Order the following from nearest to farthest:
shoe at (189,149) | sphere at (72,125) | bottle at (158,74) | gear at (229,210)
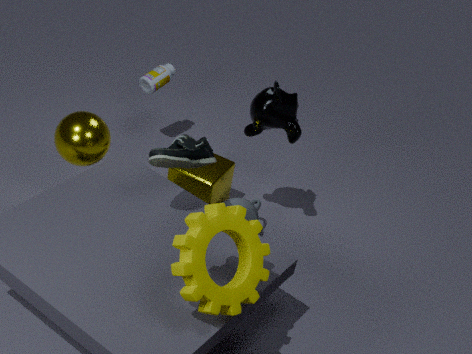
gear at (229,210) → shoe at (189,149) → sphere at (72,125) → bottle at (158,74)
